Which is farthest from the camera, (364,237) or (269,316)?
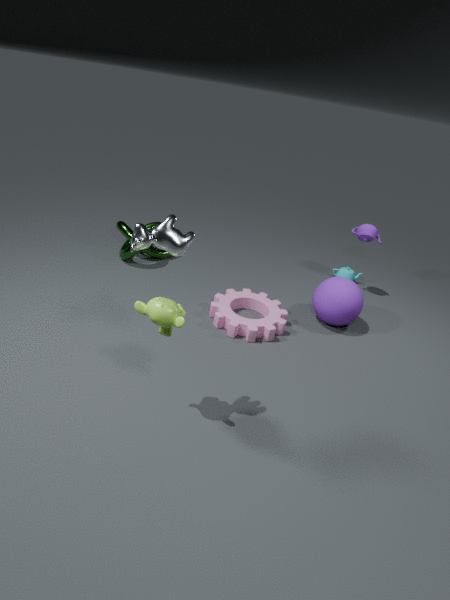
(364,237)
